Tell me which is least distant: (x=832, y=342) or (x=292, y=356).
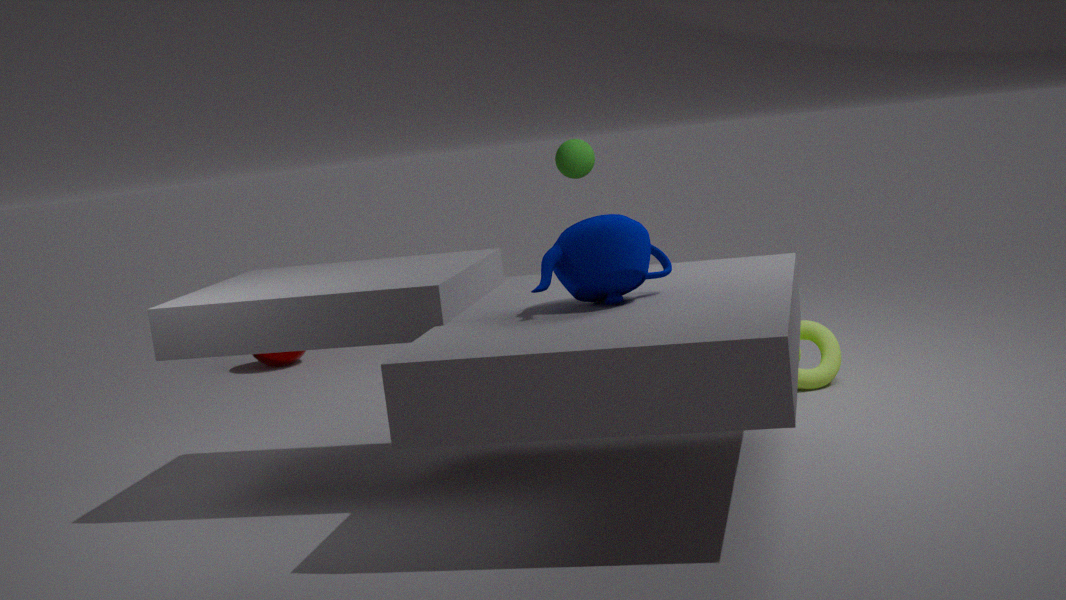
(x=832, y=342)
